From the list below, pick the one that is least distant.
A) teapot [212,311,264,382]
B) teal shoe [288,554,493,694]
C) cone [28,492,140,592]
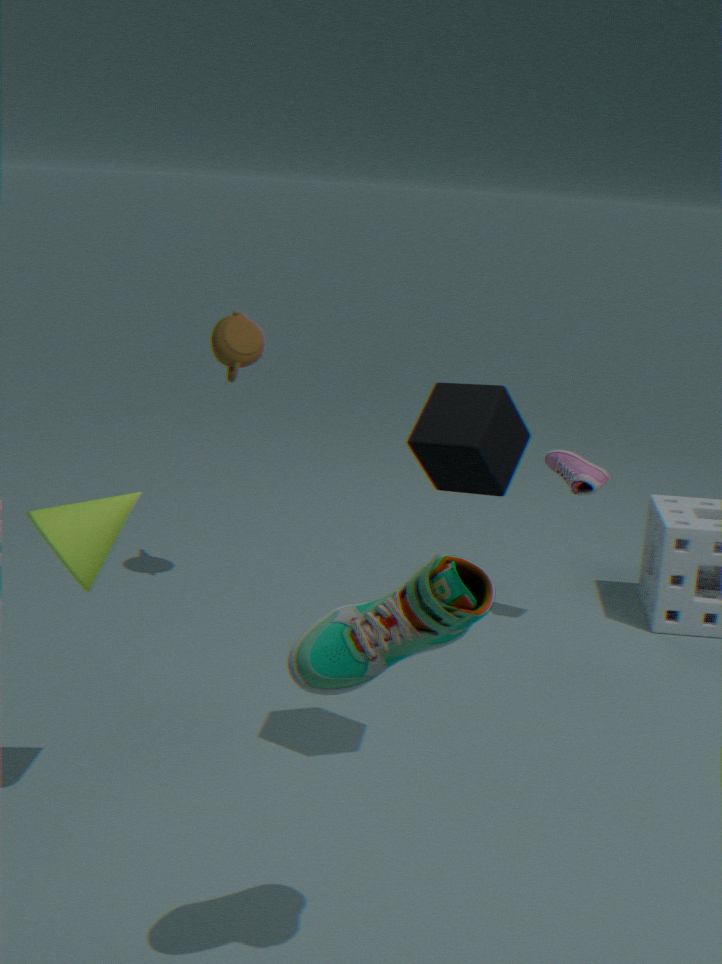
teal shoe [288,554,493,694]
